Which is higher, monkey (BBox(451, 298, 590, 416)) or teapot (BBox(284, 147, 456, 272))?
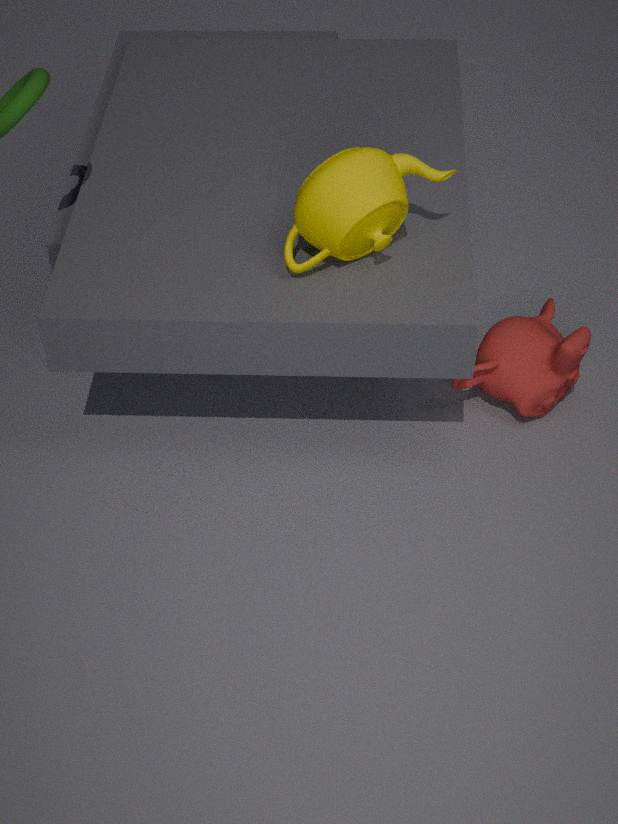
teapot (BBox(284, 147, 456, 272))
